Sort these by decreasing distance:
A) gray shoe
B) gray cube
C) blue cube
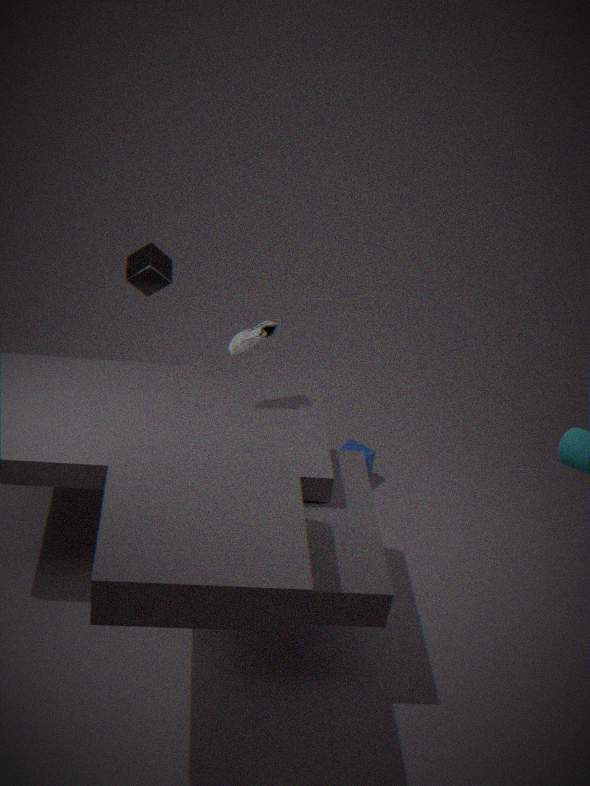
blue cube
gray cube
gray shoe
